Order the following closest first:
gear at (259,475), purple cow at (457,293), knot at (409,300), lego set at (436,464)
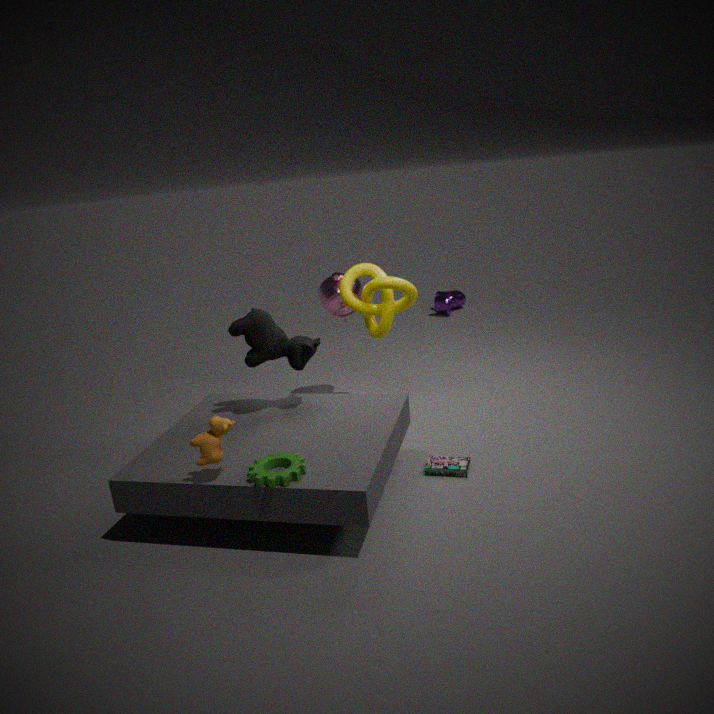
1. gear at (259,475)
2. lego set at (436,464)
3. knot at (409,300)
4. purple cow at (457,293)
